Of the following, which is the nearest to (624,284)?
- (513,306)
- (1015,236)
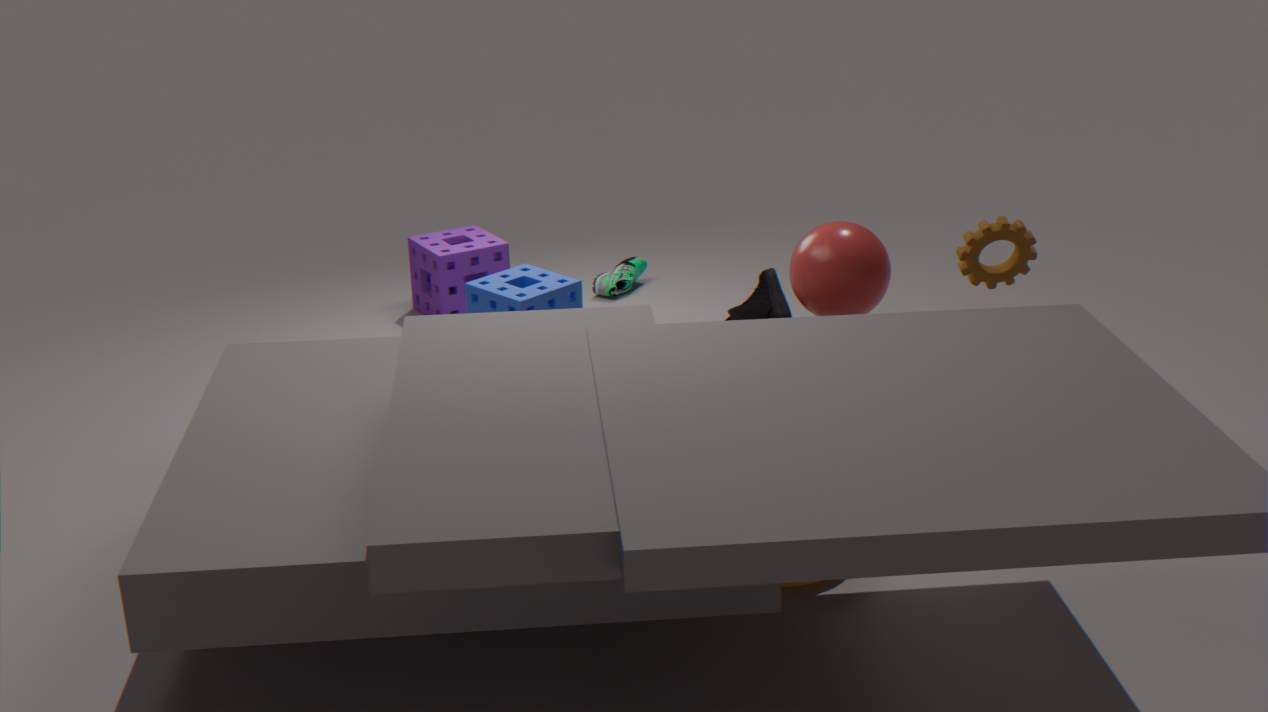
(513,306)
